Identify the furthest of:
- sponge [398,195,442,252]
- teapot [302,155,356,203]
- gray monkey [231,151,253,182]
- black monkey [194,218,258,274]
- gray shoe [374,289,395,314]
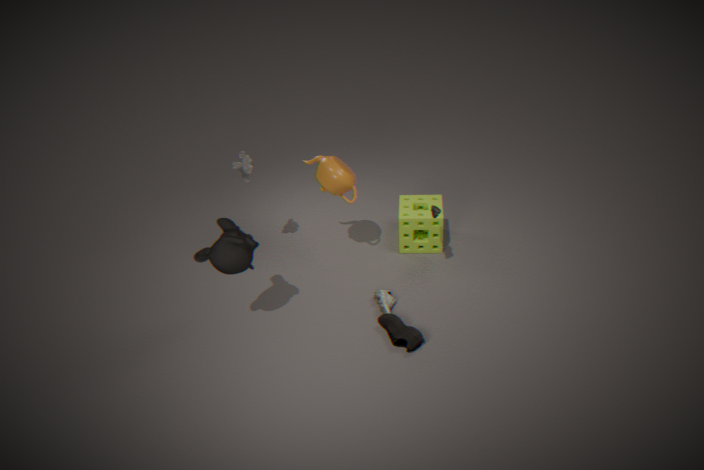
sponge [398,195,442,252]
